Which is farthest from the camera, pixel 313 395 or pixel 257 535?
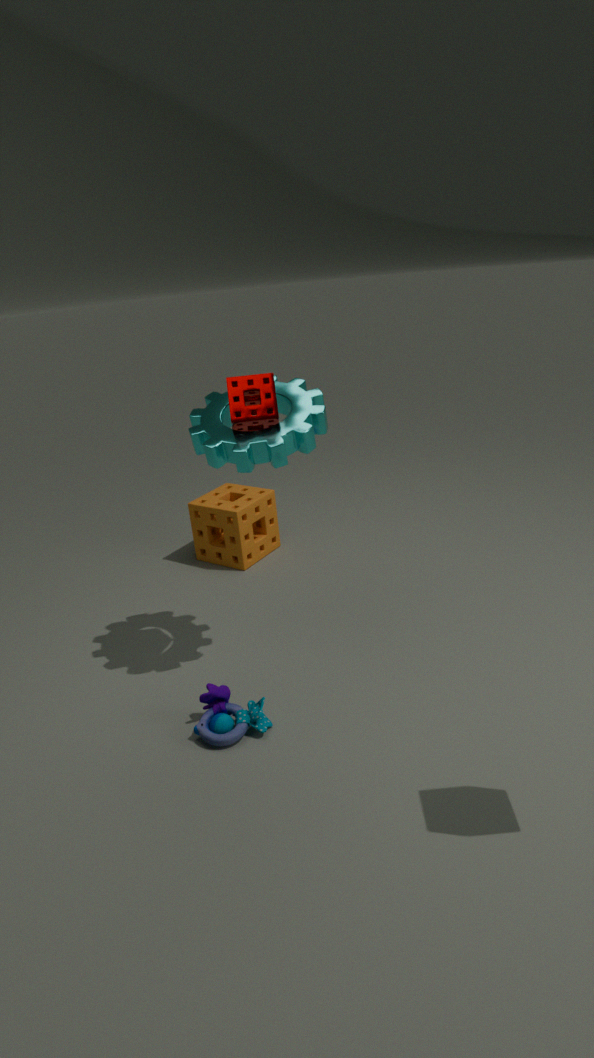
pixel 257 535
